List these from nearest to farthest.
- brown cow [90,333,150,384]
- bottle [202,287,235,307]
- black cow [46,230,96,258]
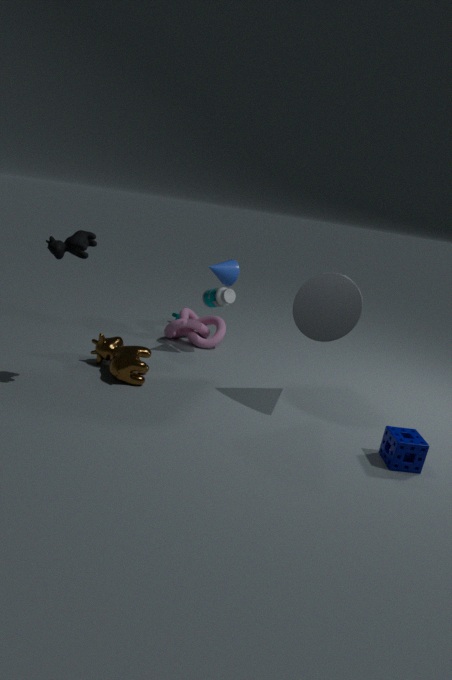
black cow [46,230,96,258] < brown cow [90,333,150,384] < bottle [202,287,235,307]
